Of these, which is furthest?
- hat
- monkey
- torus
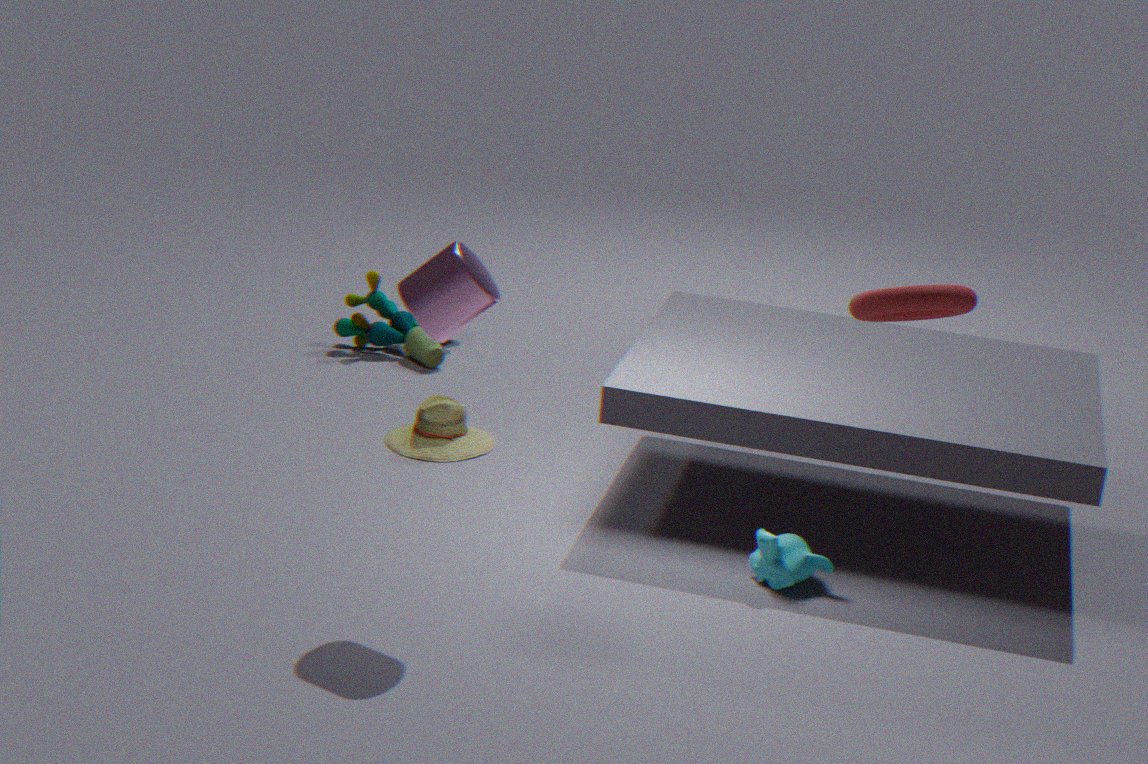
hat
